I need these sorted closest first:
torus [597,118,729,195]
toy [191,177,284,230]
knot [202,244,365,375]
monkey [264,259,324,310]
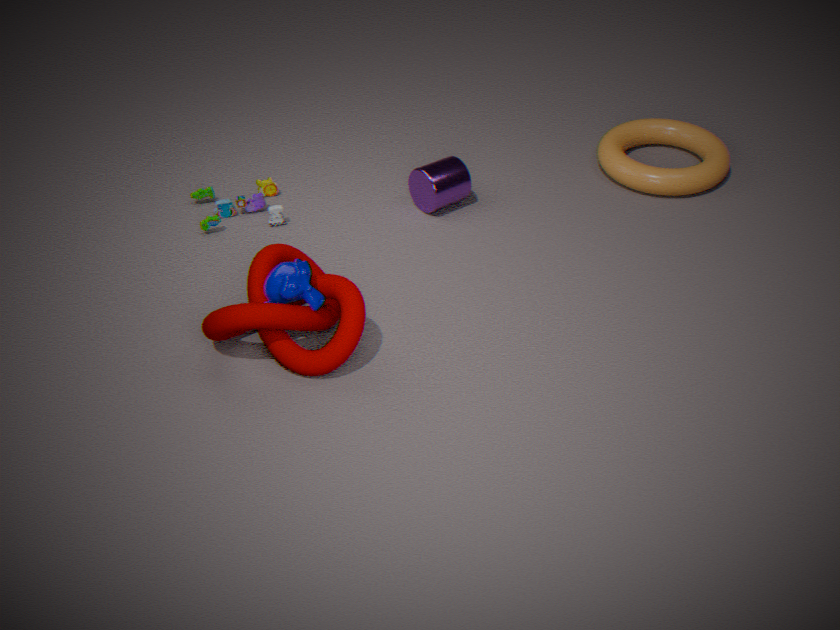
knot [202,244,365,375] < monkey [264,259,324,310] < toy [191,177,284,230] < torus [597,118,729,195]
